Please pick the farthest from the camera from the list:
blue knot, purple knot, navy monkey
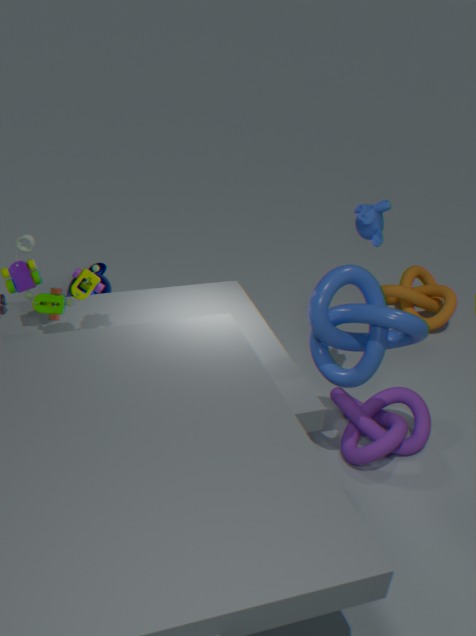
navy monkey
